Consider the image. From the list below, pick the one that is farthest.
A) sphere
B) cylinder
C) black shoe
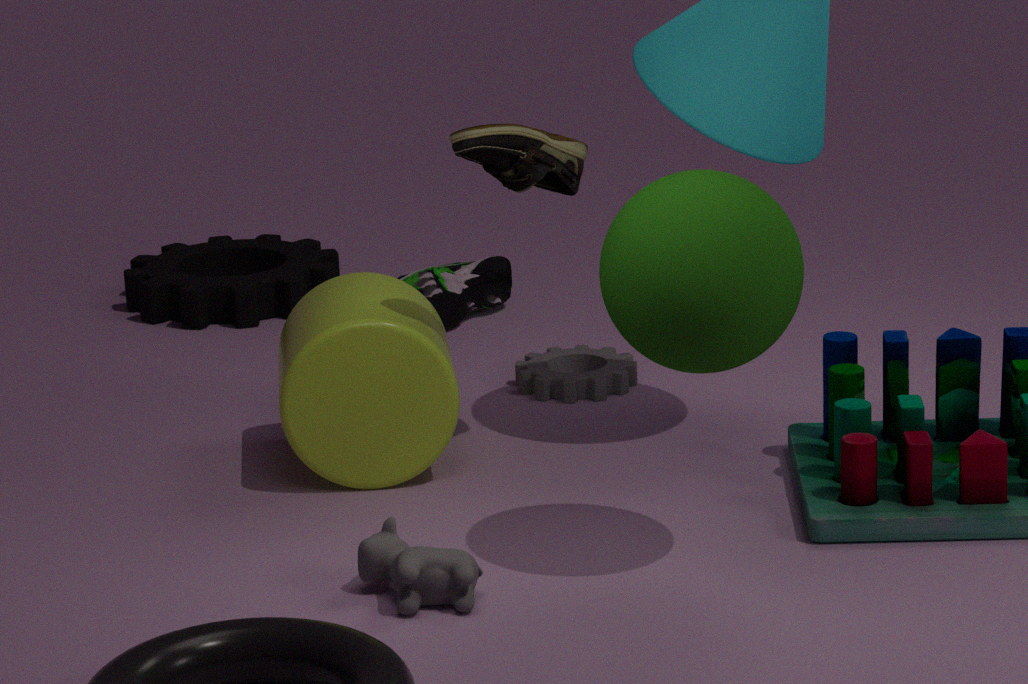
black shoe
